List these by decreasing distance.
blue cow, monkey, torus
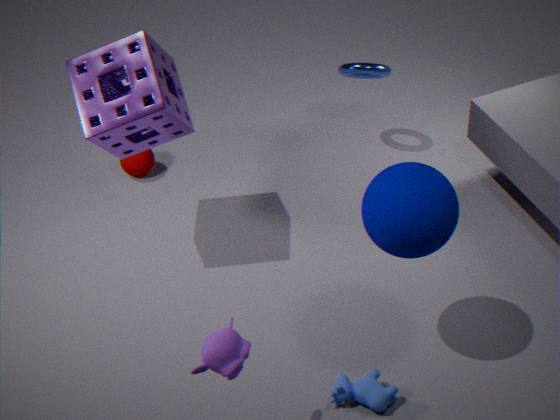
torus → blue cow → monkey
